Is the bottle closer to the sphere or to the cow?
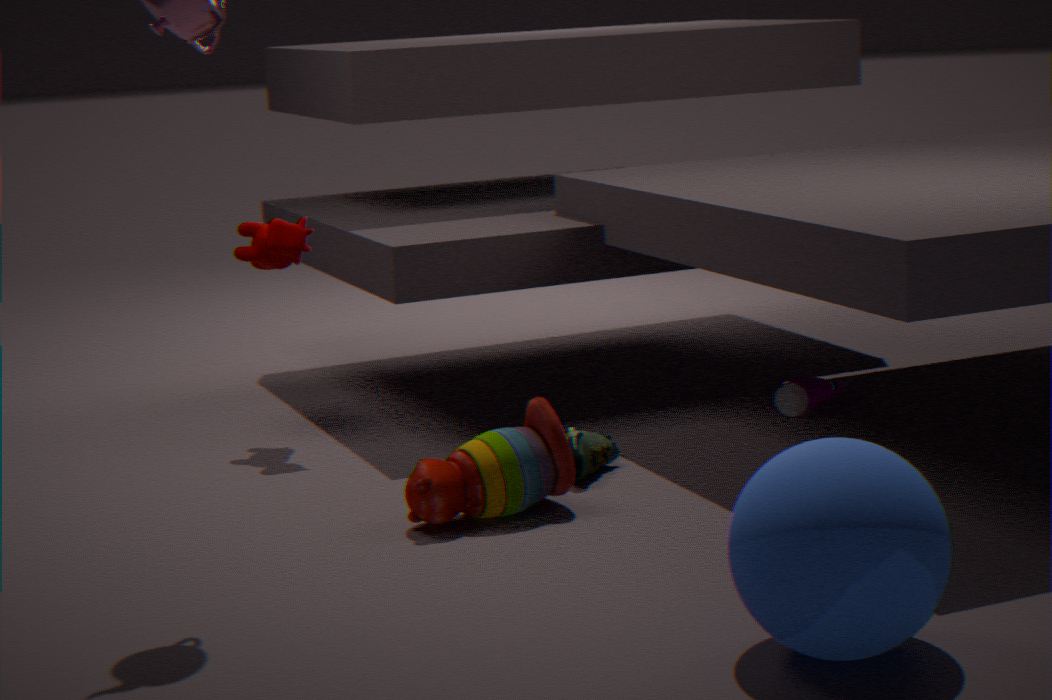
the cow
